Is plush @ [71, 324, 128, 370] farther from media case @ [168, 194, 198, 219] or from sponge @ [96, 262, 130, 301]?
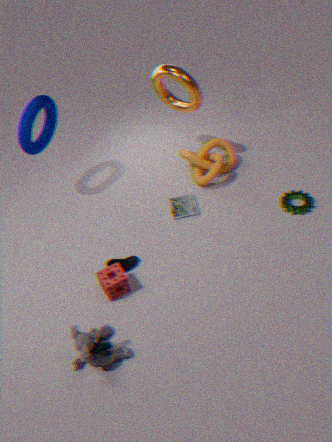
media case @ [168, 194, 198, 219]
